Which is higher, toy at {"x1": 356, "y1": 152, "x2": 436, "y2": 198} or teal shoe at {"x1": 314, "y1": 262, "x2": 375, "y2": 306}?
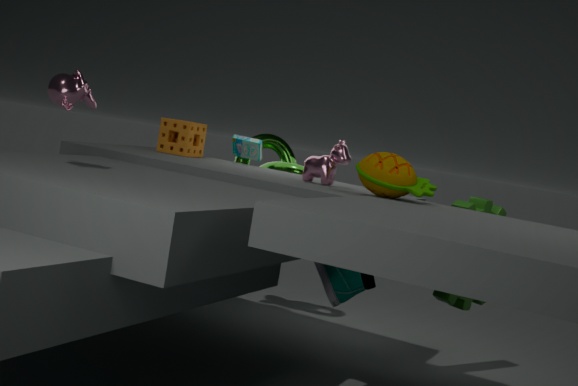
toy at {"x1": 356, "y1": 152, "x2": 436, "y2": 198}
